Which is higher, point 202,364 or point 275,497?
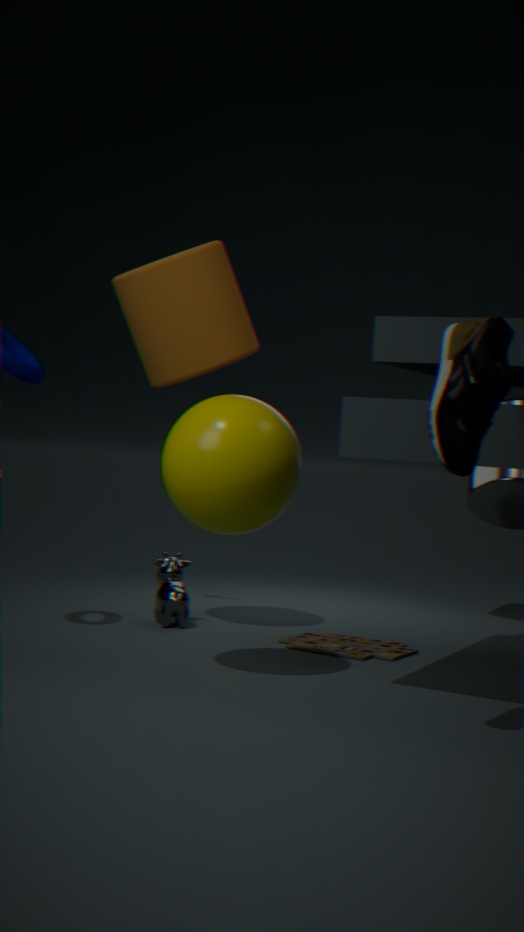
point 202,364
